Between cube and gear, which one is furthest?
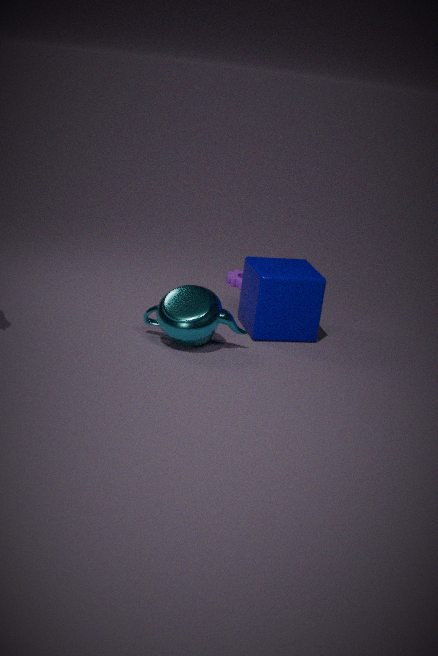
gear
